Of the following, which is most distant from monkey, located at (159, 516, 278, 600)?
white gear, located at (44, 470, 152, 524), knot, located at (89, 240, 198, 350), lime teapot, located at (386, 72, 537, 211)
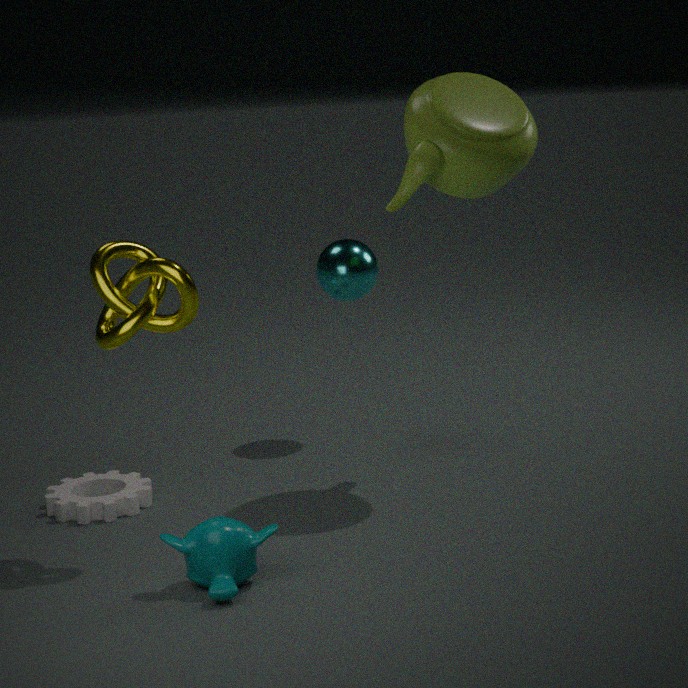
lime teapot, located at (386, 72, 537, 211)
